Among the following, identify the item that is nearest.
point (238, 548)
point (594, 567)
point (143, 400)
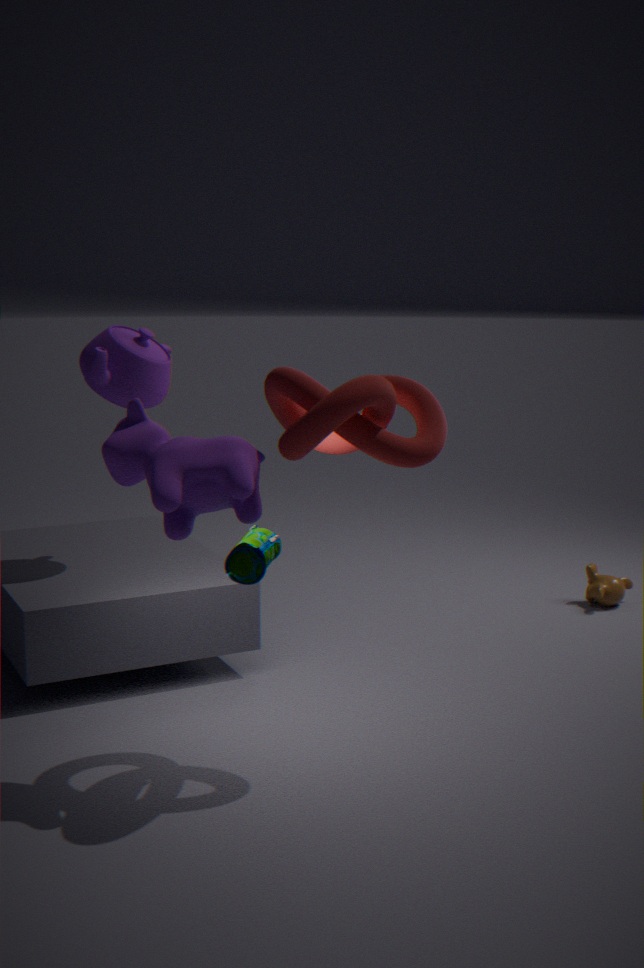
point (238, 548)
